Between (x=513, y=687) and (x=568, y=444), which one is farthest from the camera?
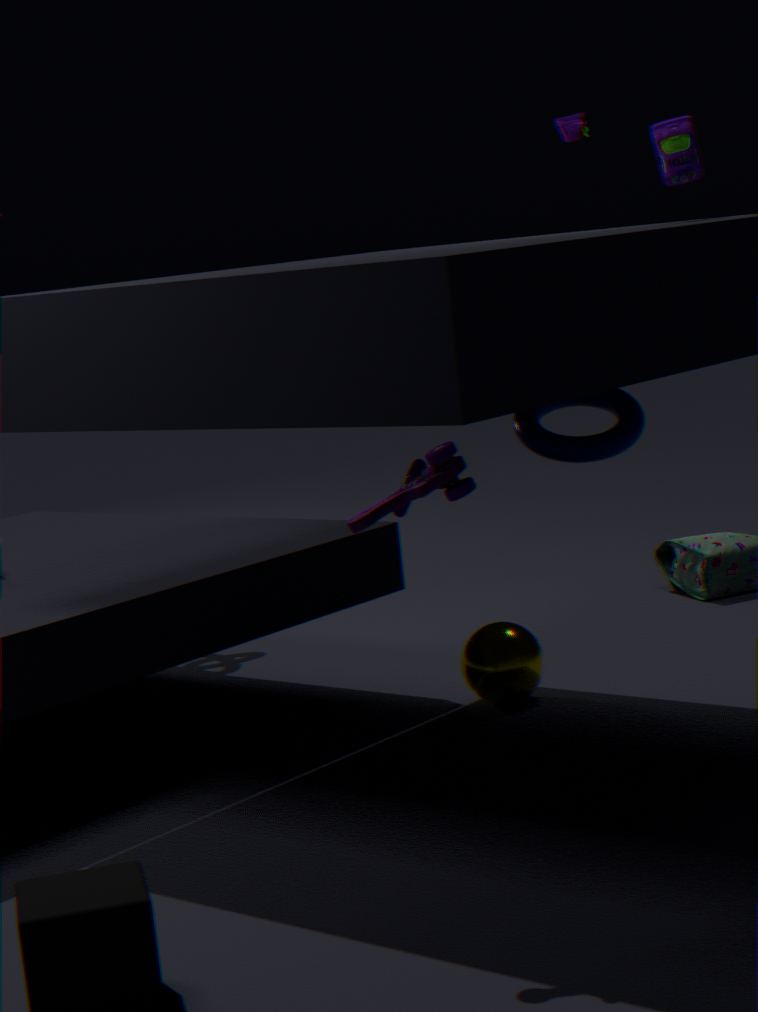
(x=513, y=687)
